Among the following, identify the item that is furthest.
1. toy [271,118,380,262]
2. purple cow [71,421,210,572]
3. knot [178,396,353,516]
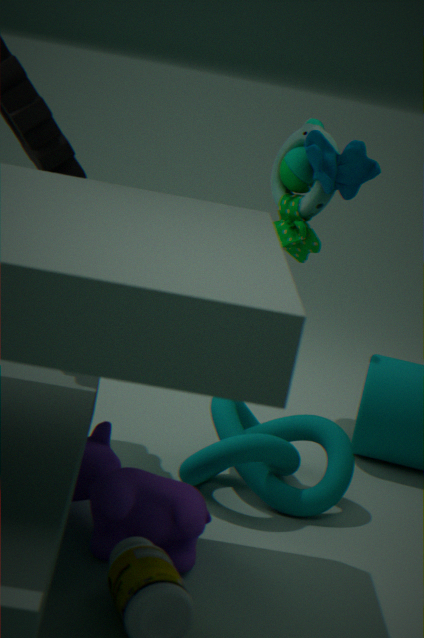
toy [271,118,380,262]
